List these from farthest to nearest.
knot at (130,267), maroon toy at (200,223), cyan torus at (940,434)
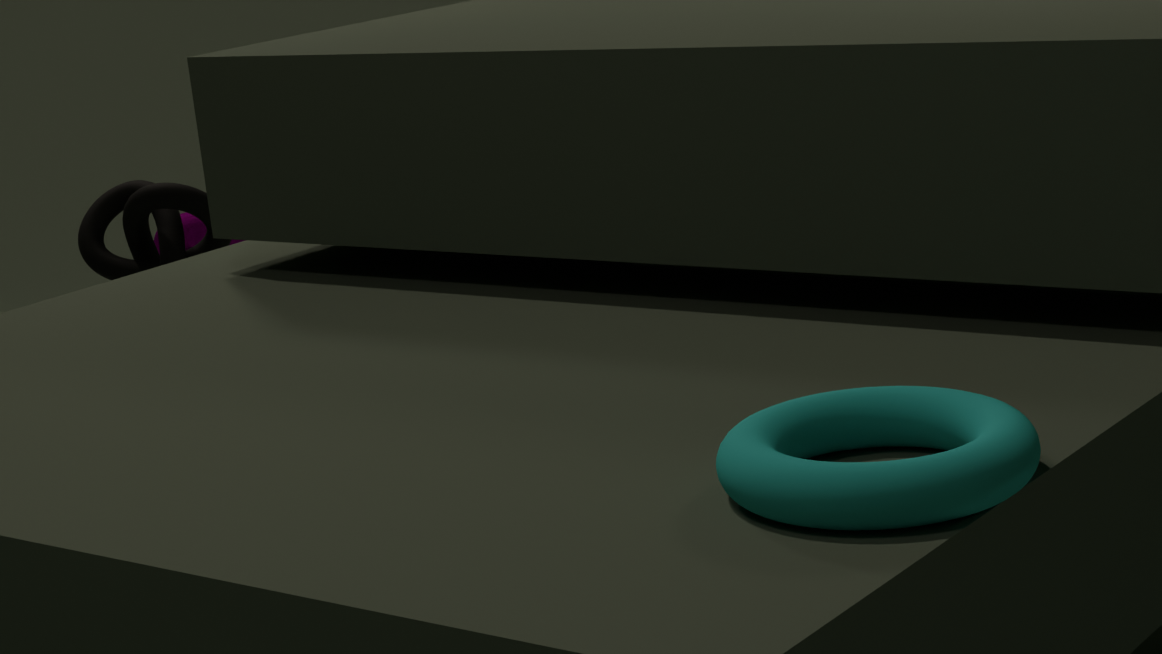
1. maroon toy at (200,223)
2. knot at (130,267)
3. cyan torus at (940,434)
